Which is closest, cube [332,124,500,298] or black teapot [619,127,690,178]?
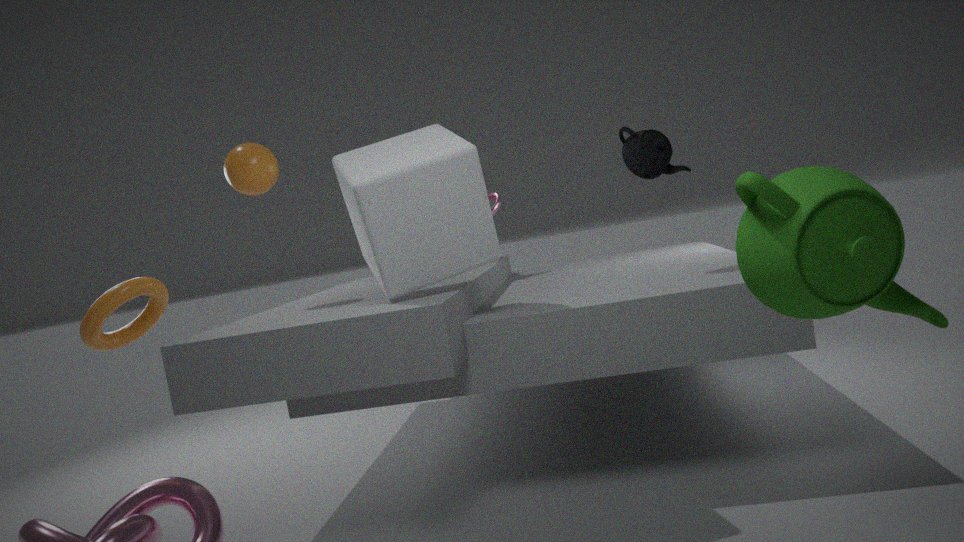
cube [332,124,500,298]
